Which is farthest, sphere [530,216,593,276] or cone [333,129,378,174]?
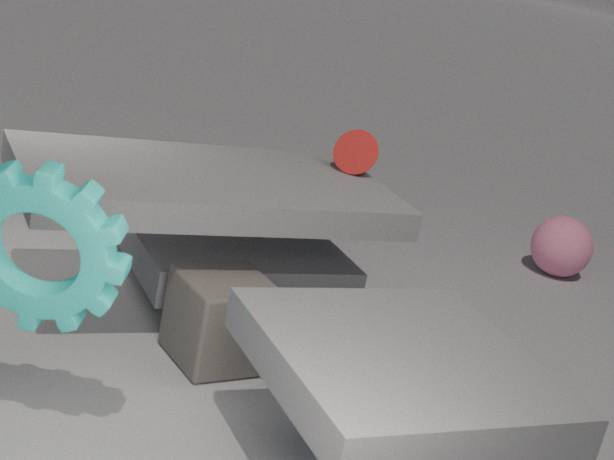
sphere [530,216,593,276]
